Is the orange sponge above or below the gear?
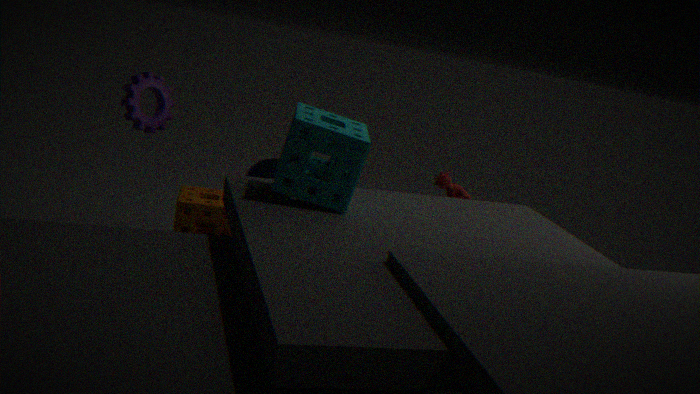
below
